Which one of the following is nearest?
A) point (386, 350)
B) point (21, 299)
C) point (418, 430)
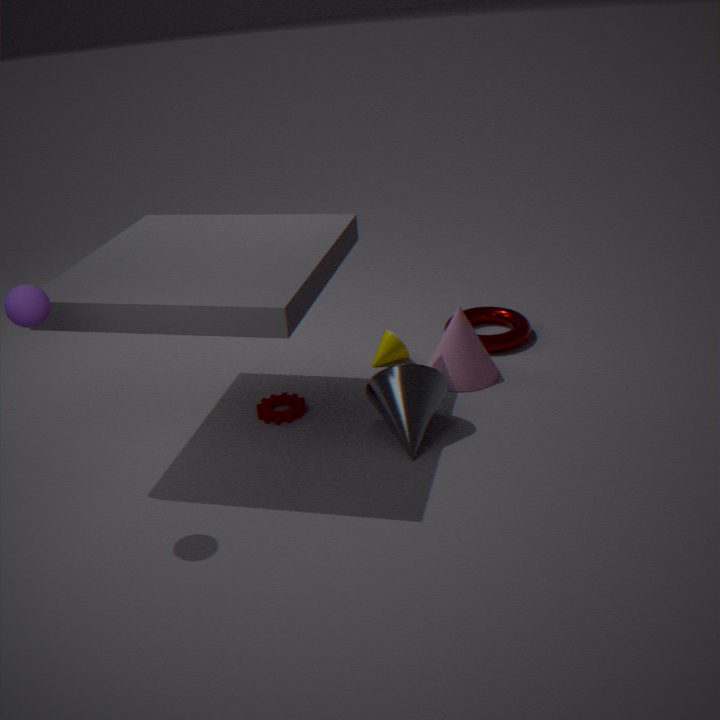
point (21, 299)
